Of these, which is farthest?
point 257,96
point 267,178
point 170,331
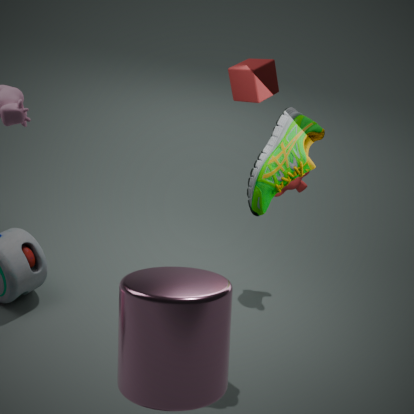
point 257,96
